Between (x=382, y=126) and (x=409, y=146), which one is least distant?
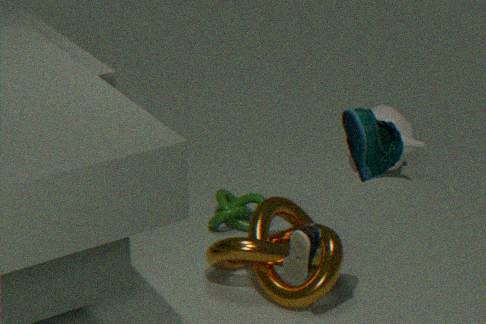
(x=382, y=126)
